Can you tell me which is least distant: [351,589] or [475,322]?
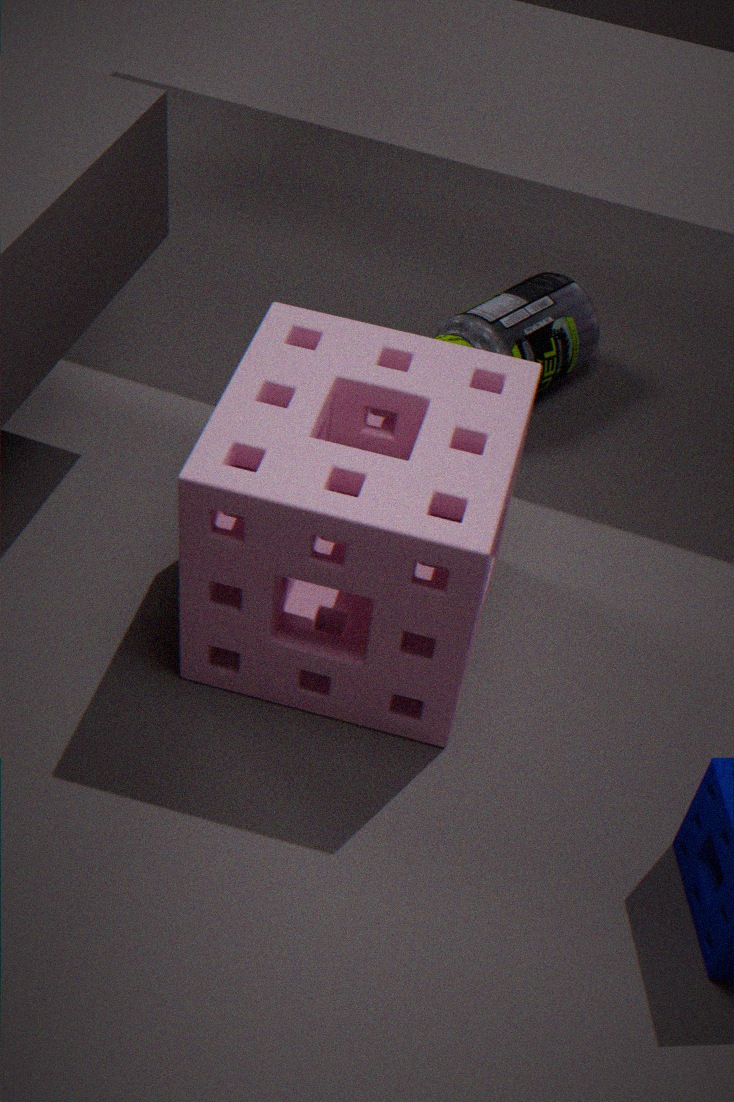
[351,589]
